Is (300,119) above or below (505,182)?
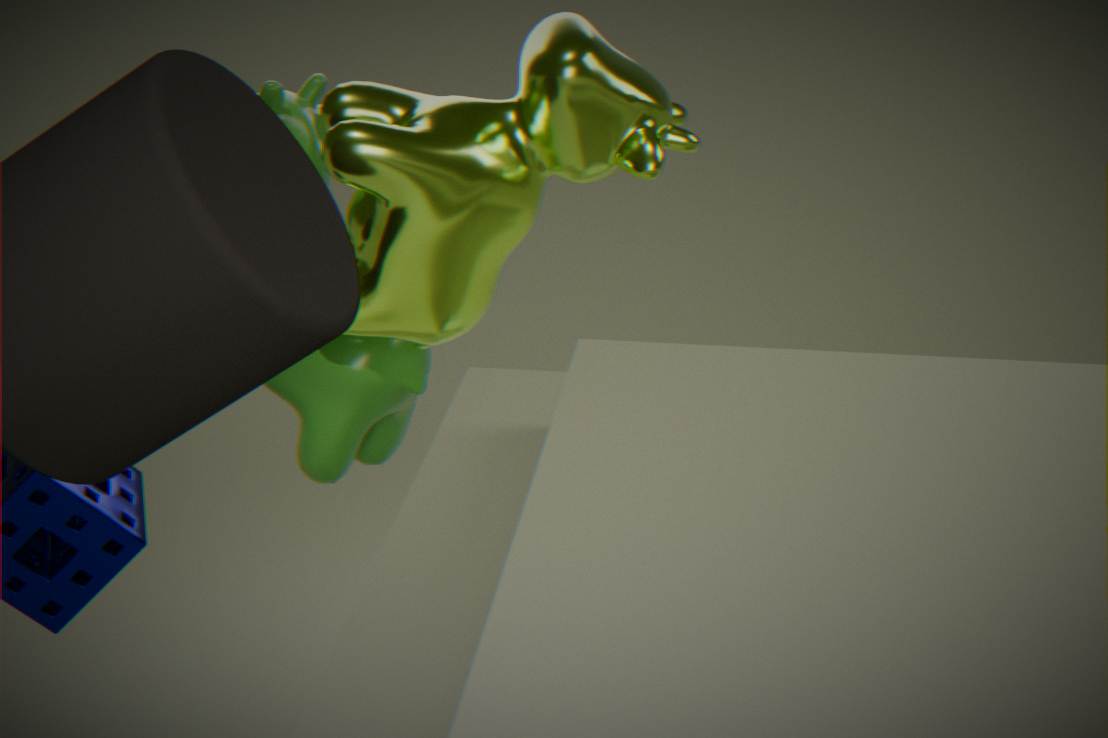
below
